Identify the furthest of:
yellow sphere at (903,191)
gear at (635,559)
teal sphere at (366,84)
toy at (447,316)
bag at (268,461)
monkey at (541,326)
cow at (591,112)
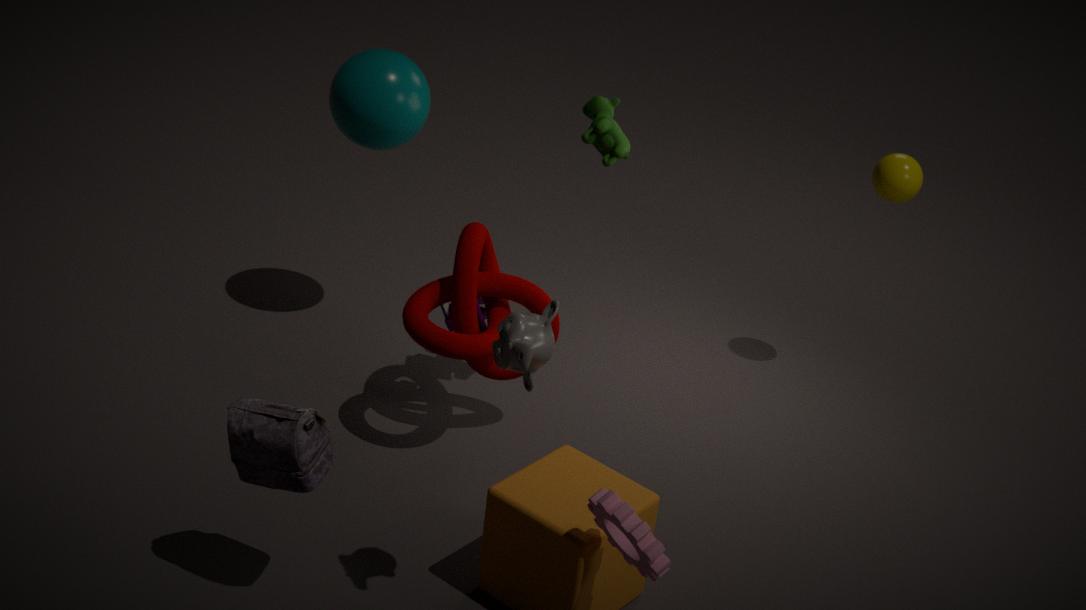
yellow sphere at (903,191)
